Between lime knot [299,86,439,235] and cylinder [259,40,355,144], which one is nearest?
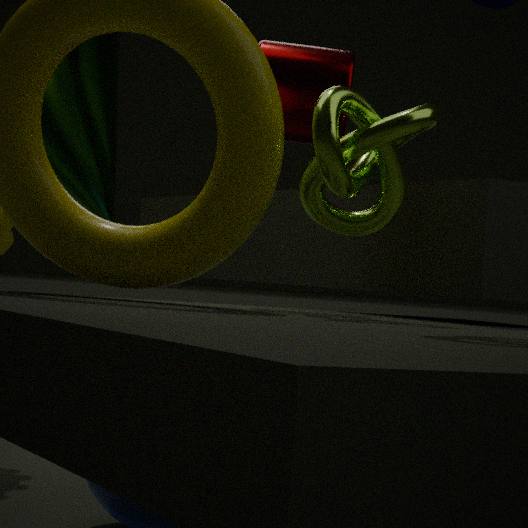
lime knot [299,86,439,235]
